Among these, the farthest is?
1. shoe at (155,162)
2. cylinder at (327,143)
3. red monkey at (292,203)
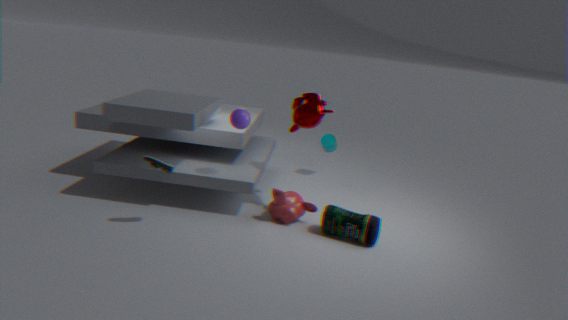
cylinder at (327,143)
